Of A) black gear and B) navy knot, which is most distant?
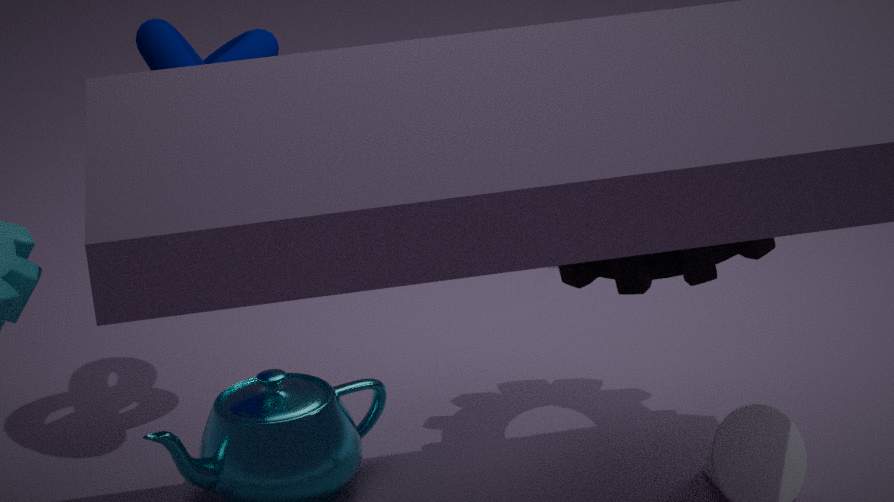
B. navy knot
